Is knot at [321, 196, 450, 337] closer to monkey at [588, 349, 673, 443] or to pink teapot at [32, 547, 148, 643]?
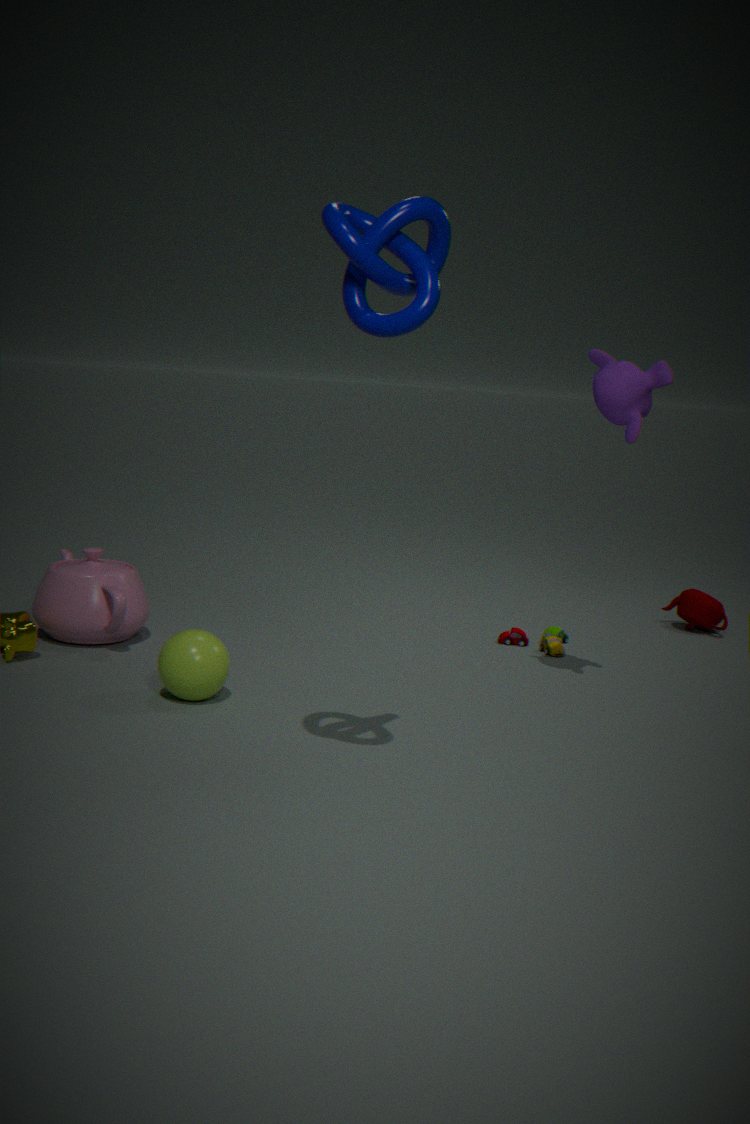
monkey at [588, 349, 673, 443]
